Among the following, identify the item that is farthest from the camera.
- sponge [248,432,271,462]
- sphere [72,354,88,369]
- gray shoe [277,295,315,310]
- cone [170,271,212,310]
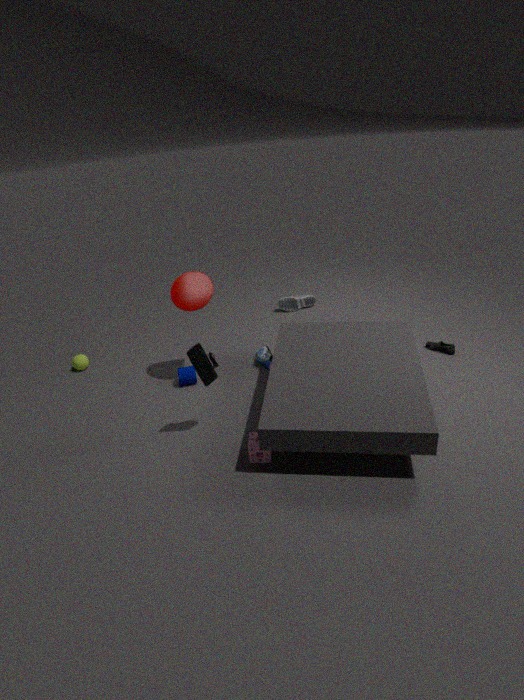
gray shoe [277,295,315,310]
